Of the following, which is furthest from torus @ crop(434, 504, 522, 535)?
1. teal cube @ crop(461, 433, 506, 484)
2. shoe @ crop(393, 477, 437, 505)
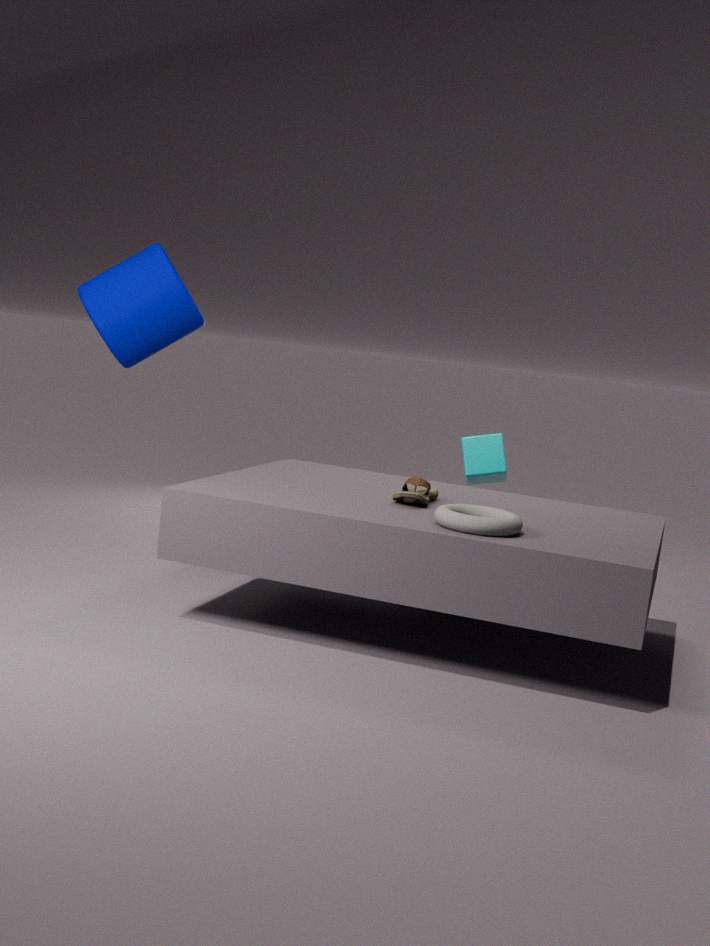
teal cube @ crop(461, 433, 506, 484)
